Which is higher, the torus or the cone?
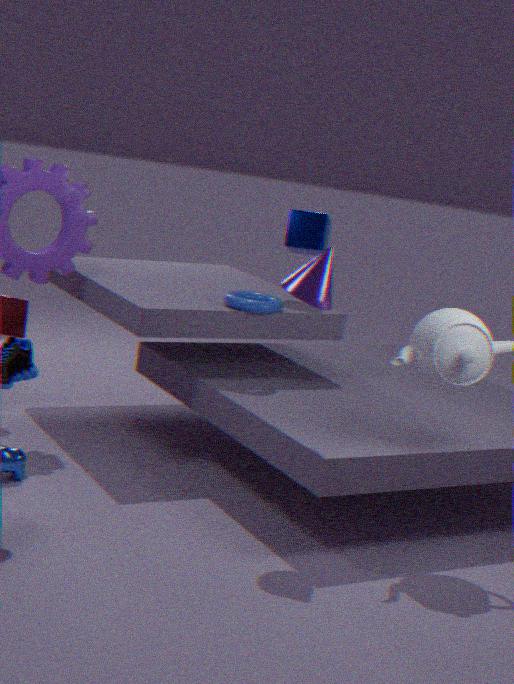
the cone
